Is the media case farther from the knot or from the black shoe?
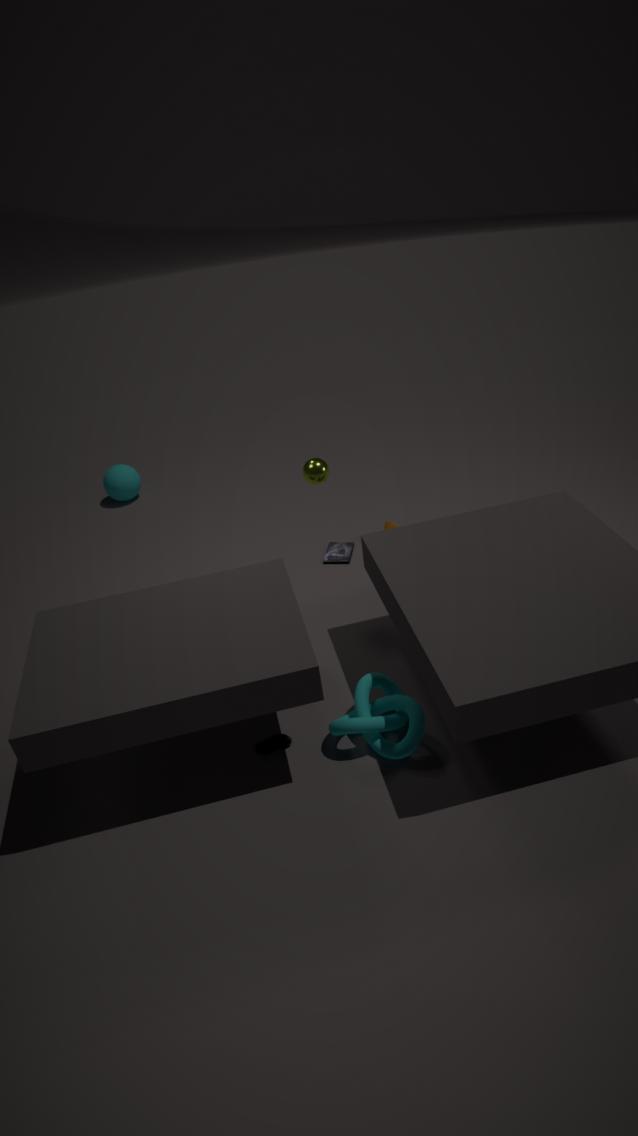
the black shoe
